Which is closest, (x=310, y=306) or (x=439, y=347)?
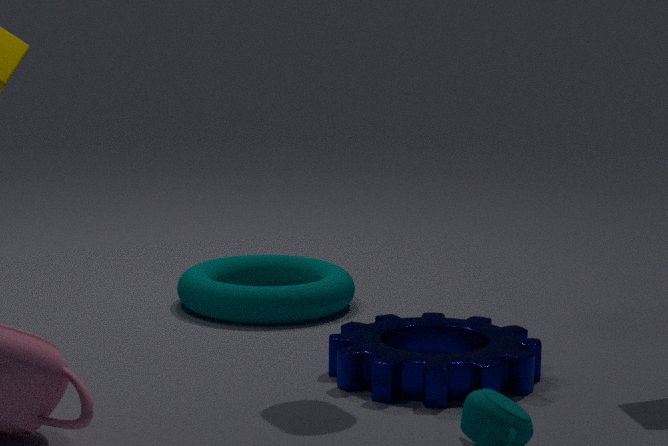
(x=439, y=347)
